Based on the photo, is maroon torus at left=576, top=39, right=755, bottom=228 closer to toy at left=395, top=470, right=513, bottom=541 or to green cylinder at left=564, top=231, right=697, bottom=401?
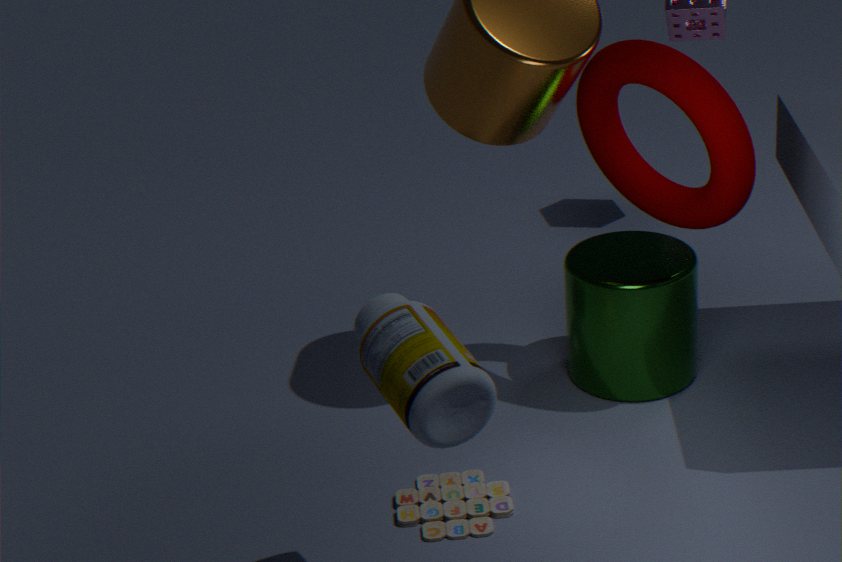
green cylinder at left=564, top=231, right=697, bottom=401
